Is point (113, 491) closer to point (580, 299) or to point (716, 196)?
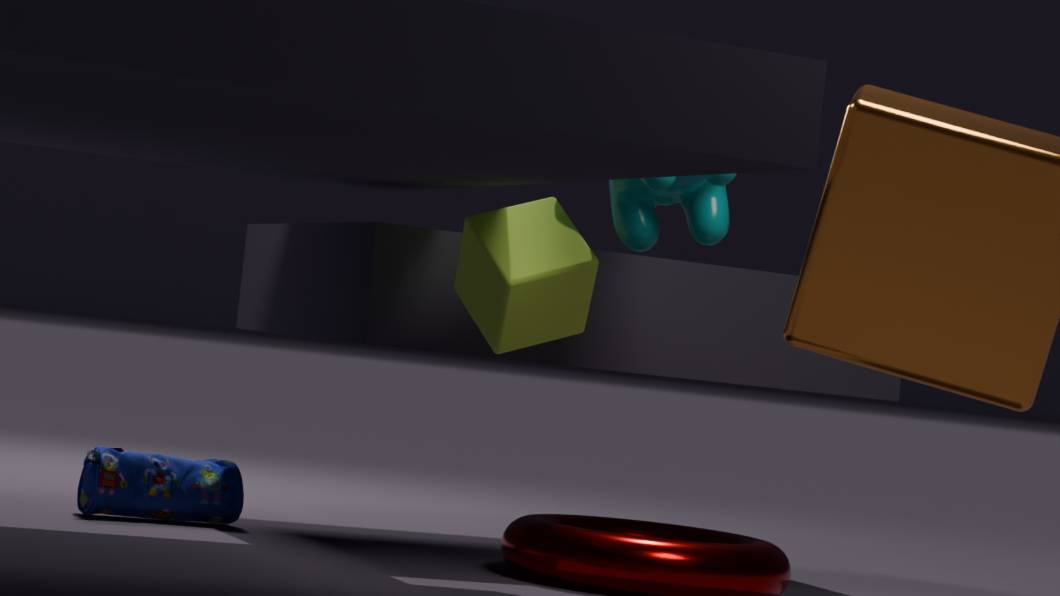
point (580, 299)
